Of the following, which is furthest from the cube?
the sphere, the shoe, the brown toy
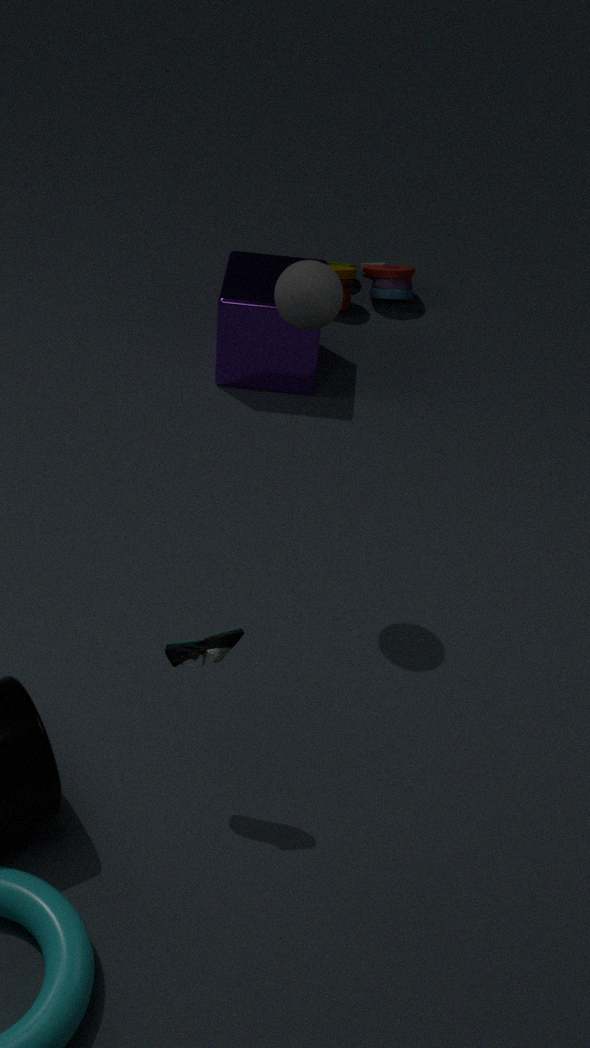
the shoe
